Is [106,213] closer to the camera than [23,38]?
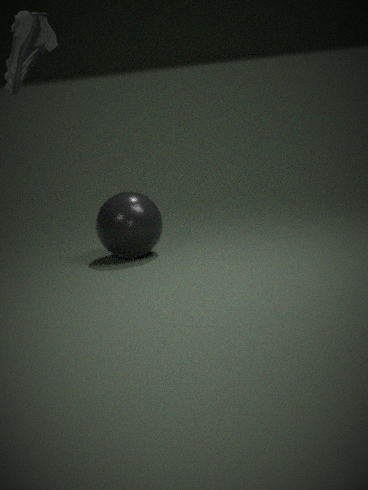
No
